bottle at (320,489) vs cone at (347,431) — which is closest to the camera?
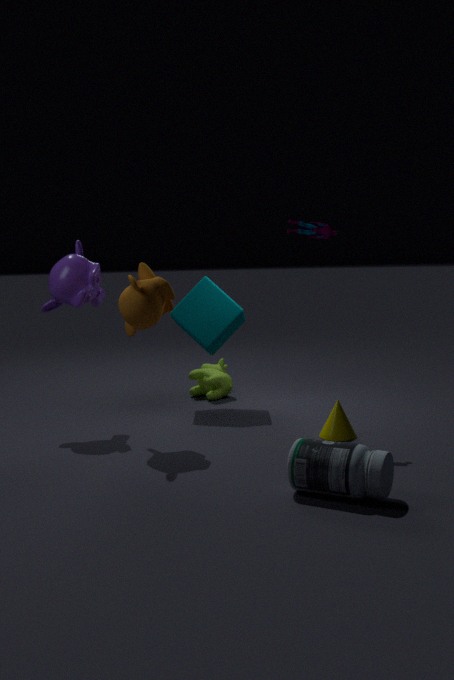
bottle at (320,489)
